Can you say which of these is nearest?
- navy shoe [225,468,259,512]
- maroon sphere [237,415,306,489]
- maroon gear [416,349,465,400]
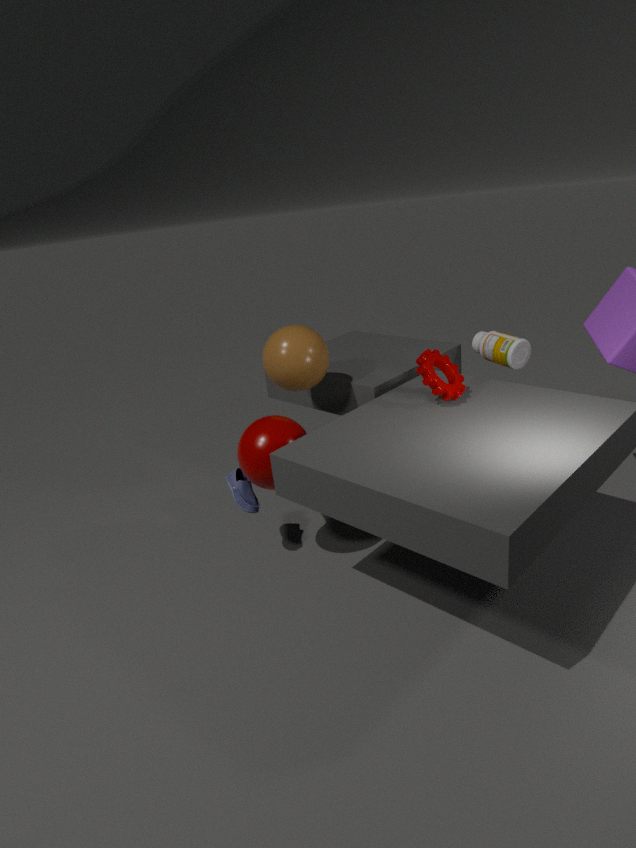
maroon sphere [237,415,306,489]
